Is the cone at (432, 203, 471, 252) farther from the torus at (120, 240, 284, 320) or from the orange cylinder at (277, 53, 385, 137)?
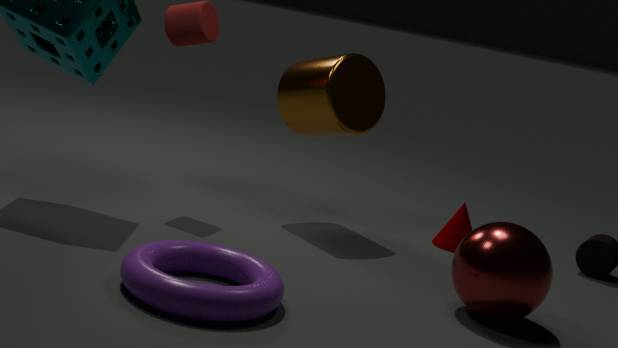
the torus at (120, 240, 284, 320)
